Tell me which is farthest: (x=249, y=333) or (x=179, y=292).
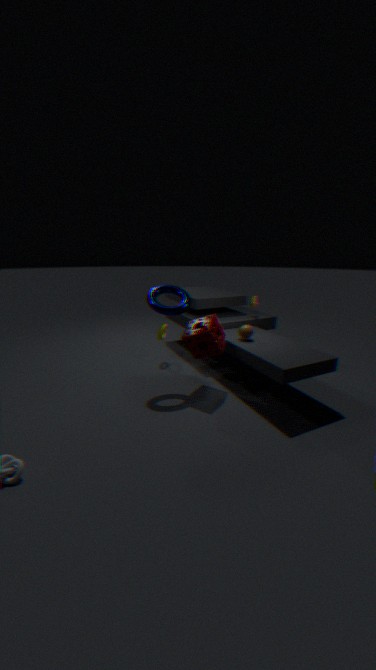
(x=249, y=333)
